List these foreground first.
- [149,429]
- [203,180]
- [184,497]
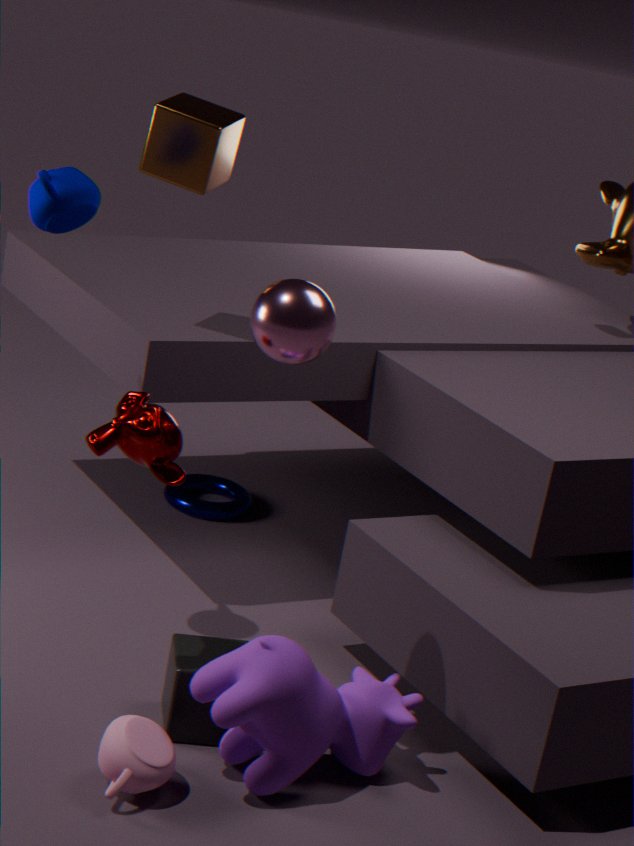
1. [149,429]
2. [203,180]
3. [184,497]
